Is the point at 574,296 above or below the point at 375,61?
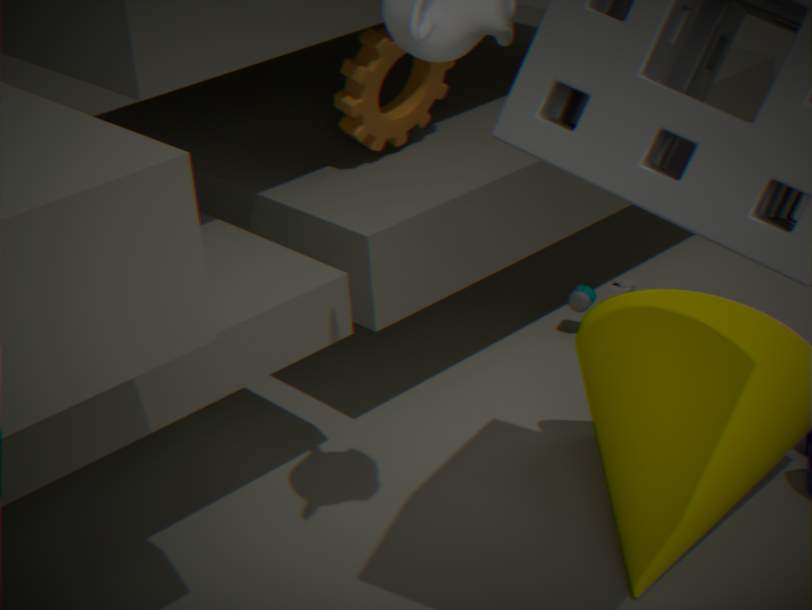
Answer: below
